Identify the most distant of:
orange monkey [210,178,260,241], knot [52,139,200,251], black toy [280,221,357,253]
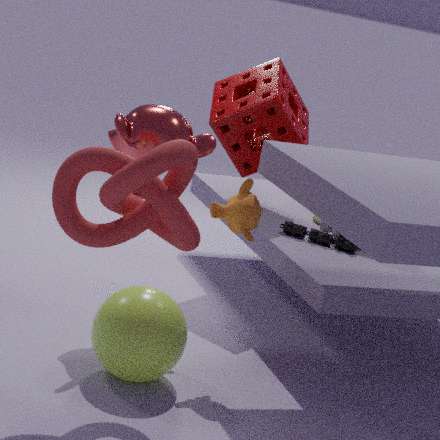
black toy [280,221,357,253]
